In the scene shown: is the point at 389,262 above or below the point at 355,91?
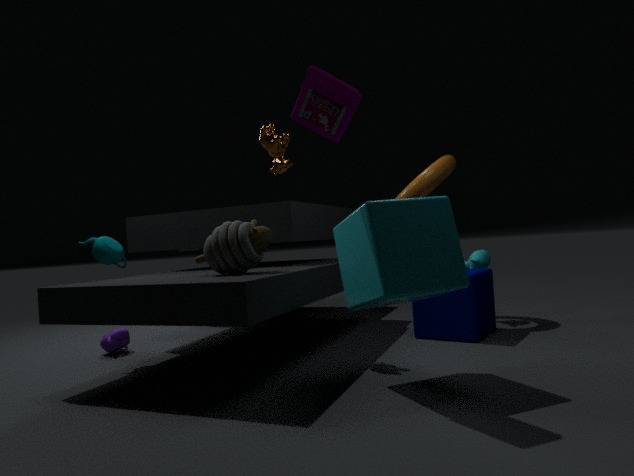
below
